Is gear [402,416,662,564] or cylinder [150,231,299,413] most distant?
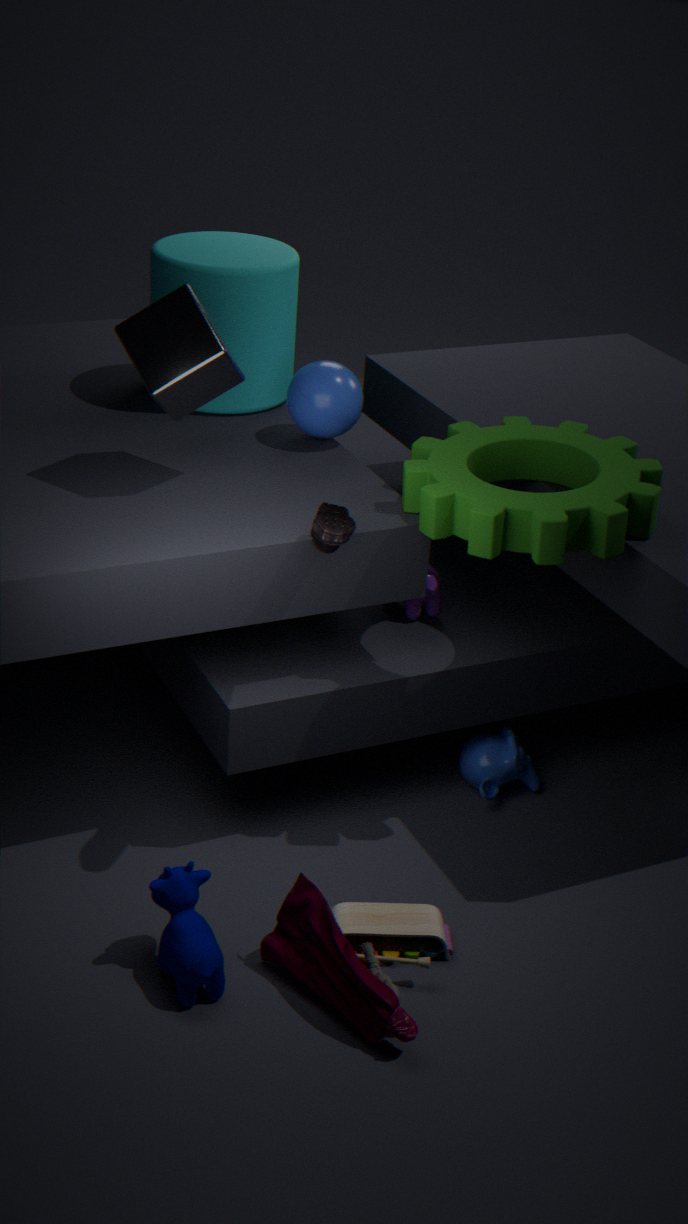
cylinder [150,231,299,413]
